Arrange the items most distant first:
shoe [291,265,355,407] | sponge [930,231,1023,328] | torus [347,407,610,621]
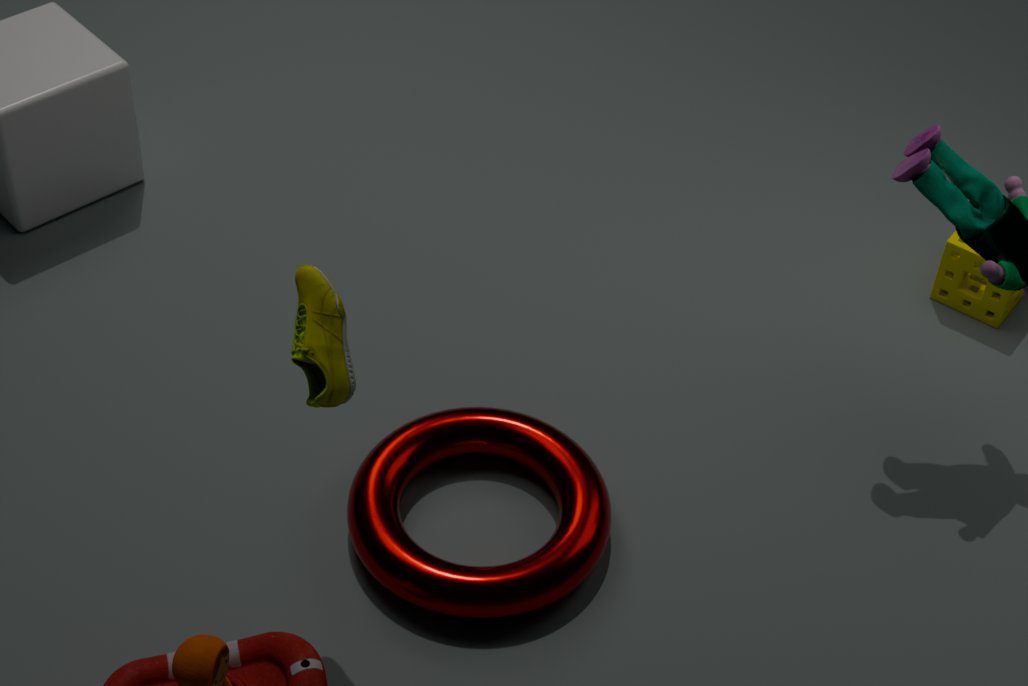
1. sponge [930,231,1023,328]
2. torus [347,407,610,621]
3. shoe [291,265,355,407]
